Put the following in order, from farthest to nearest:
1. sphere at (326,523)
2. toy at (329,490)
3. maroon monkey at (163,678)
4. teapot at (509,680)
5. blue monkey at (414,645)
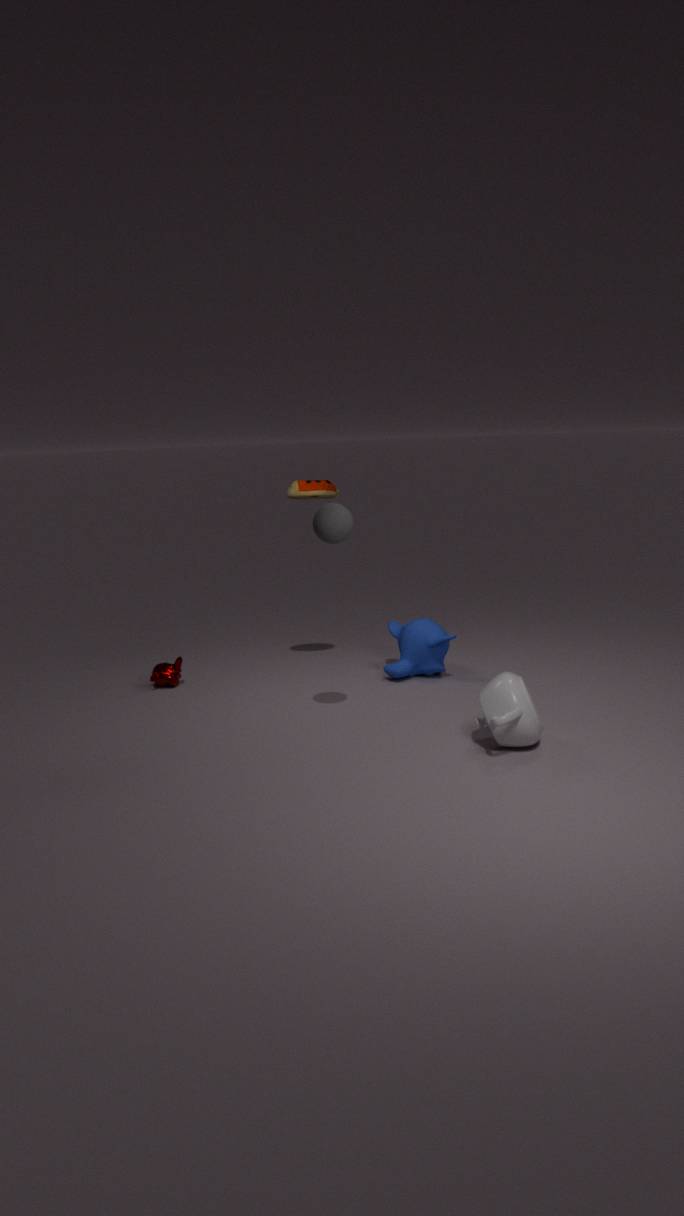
1. maroon monkey at (163,678)
2. toy at (329,490)
3. blue monkey at (414,645)
4. sphere at (326,523)
5. teapot at (509,680)
